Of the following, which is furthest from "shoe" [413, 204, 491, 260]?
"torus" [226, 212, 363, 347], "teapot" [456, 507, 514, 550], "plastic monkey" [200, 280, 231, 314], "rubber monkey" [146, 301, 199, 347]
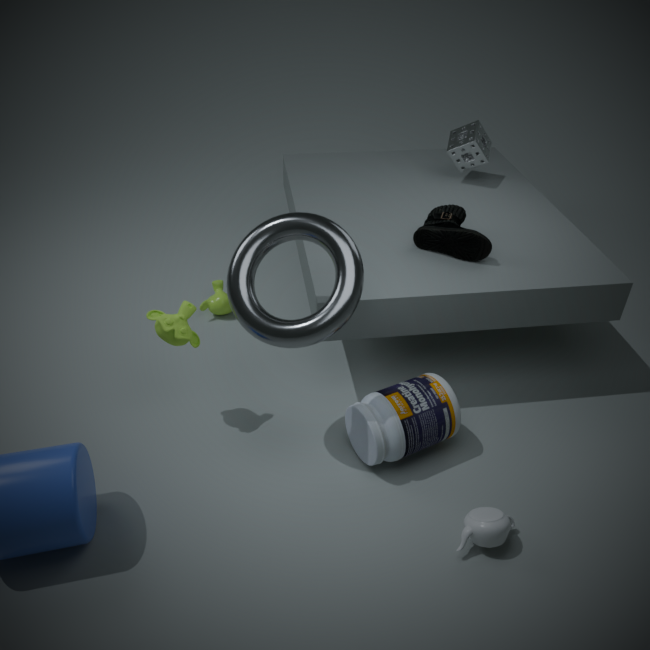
"teapot" [456, 507, 514, 550]
